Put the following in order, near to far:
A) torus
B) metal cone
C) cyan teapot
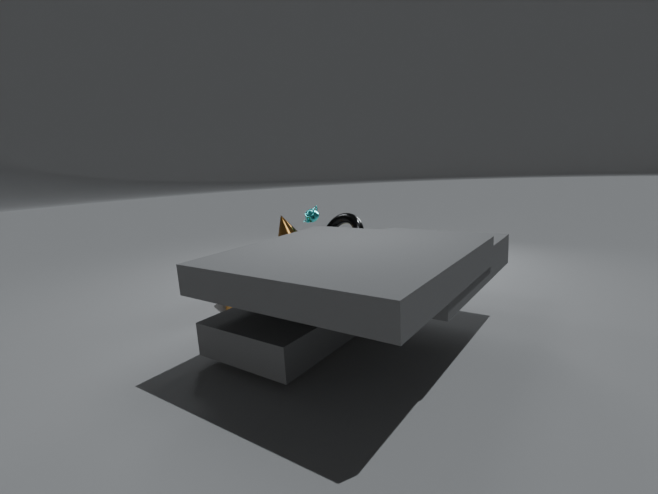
torus < metal cone < cyan teapot
